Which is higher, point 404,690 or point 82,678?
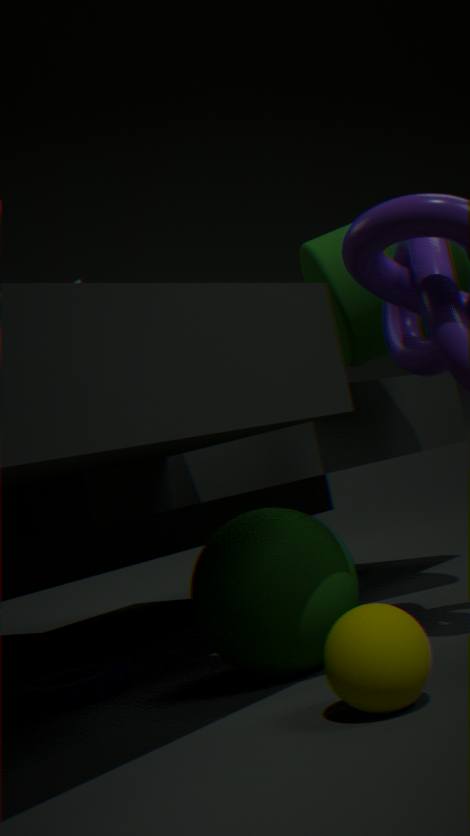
point 404,690
